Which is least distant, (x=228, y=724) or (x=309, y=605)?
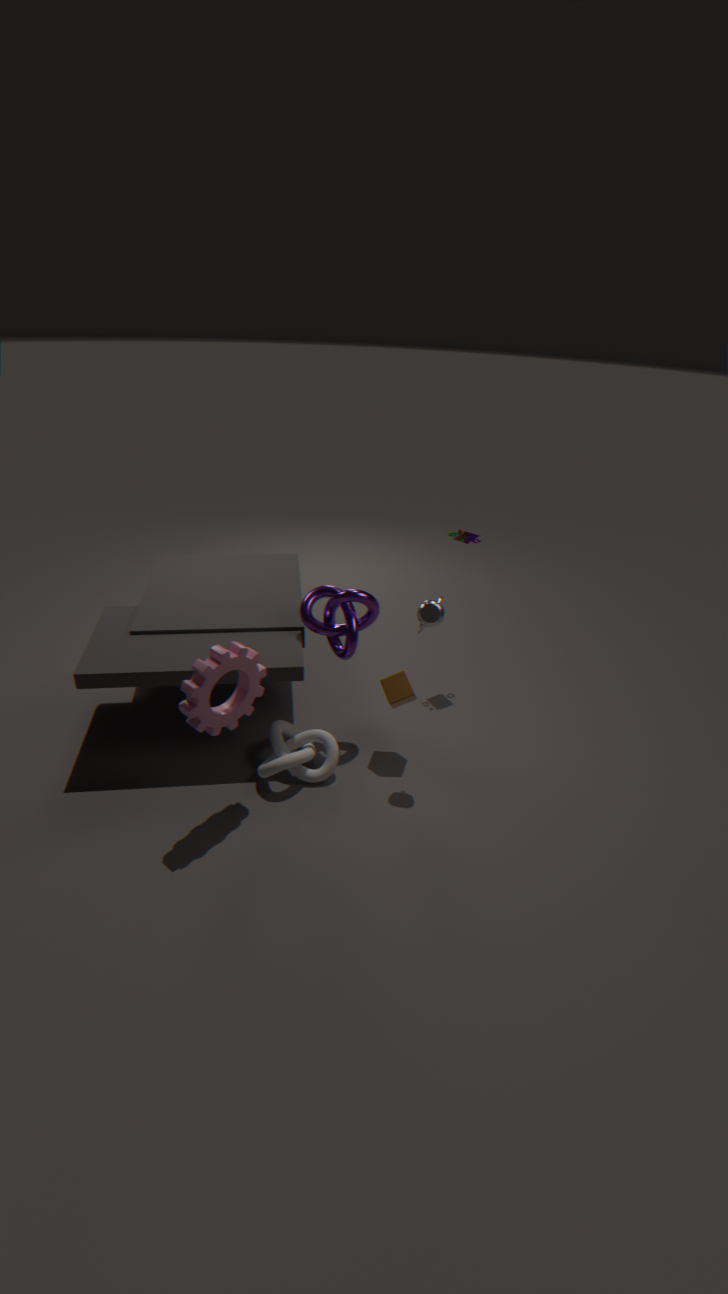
(x=228, y=724)
